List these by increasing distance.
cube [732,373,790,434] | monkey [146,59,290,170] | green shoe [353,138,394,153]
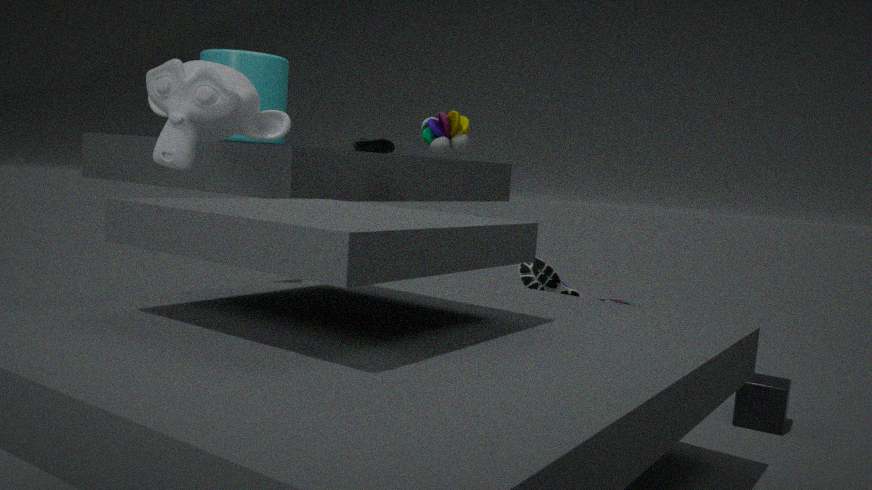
monkey [146,59,290,170] → cube [732,373,790,434] → green shoe [353,138,394,153]
